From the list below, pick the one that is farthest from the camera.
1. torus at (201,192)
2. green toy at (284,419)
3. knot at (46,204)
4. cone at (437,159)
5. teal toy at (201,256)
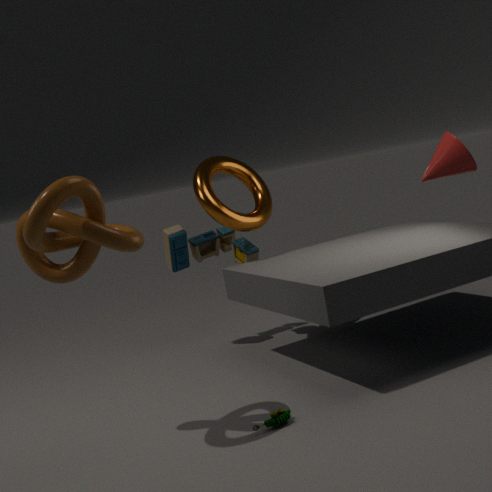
teal toy at (201,256)
